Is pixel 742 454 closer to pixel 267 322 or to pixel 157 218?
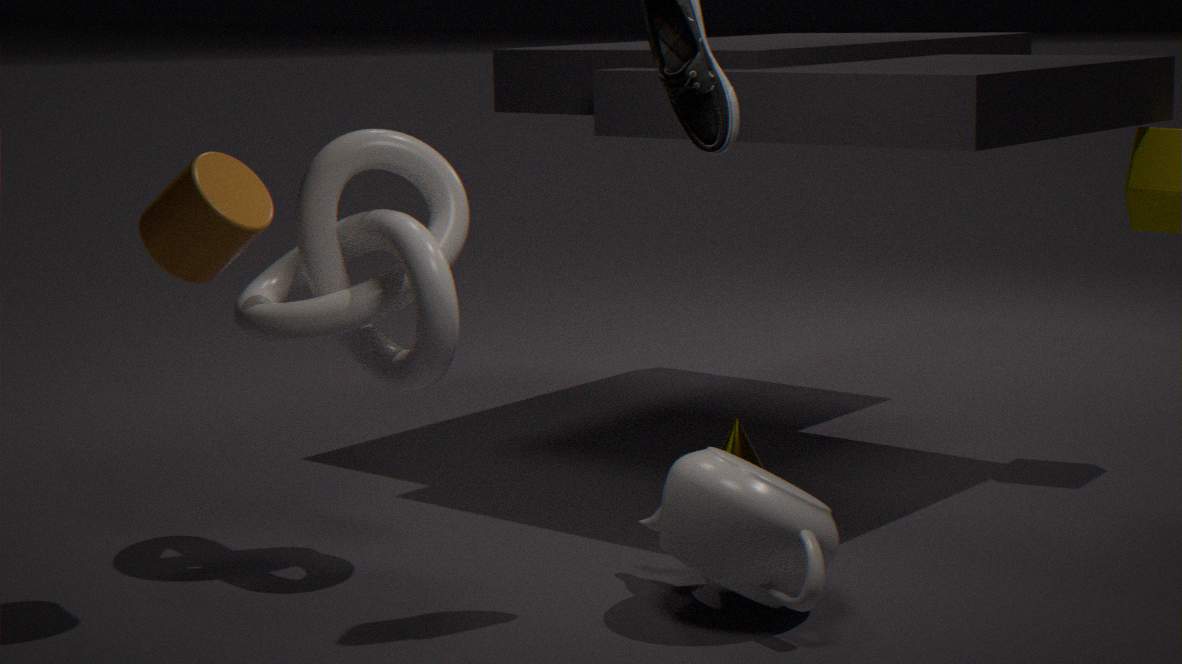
pixel 267 322
